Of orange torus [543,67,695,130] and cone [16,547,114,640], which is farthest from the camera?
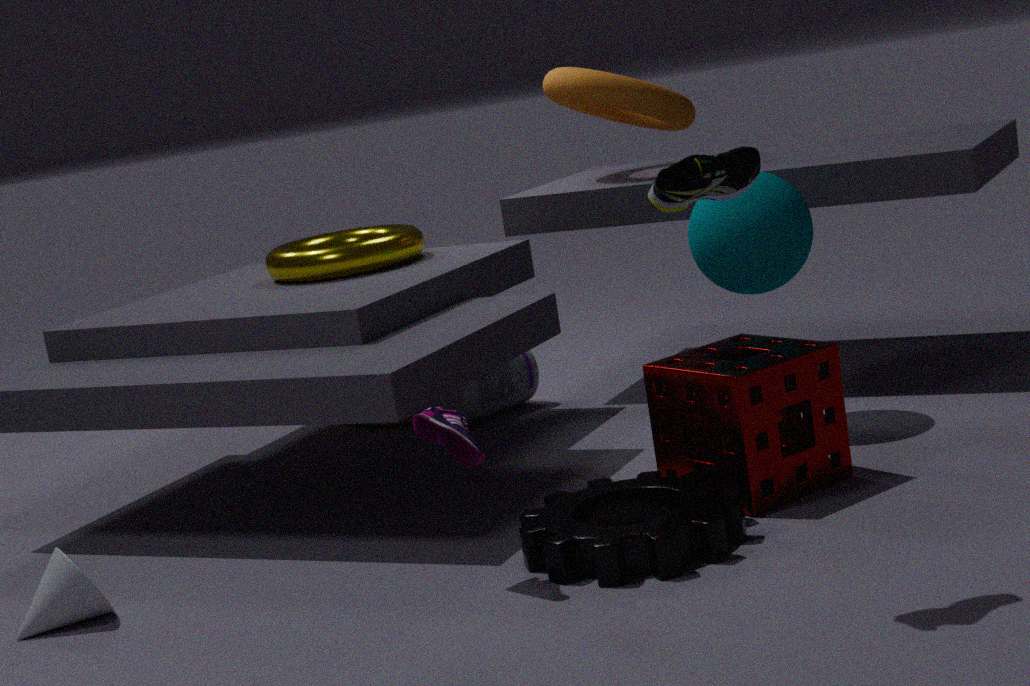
orange torus [543,67,695,130]
